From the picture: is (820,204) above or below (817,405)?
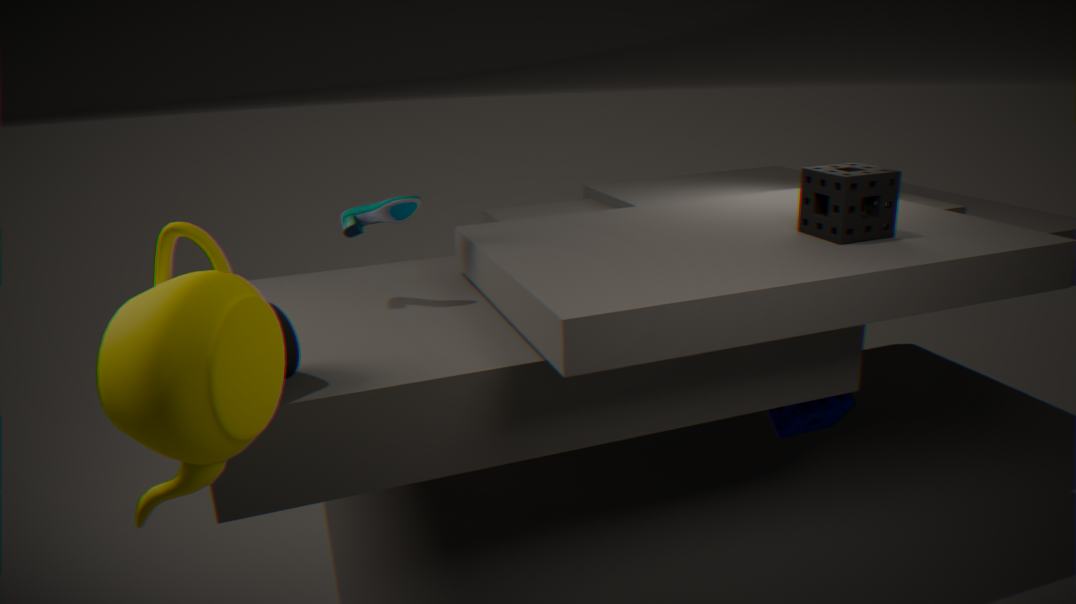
above
